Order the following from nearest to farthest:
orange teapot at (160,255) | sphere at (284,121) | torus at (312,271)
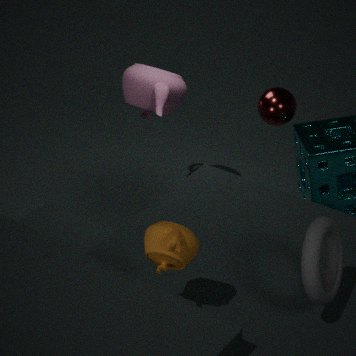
orange teapot at (160,255) < torus at (312,271) < sphere at (284,121)
